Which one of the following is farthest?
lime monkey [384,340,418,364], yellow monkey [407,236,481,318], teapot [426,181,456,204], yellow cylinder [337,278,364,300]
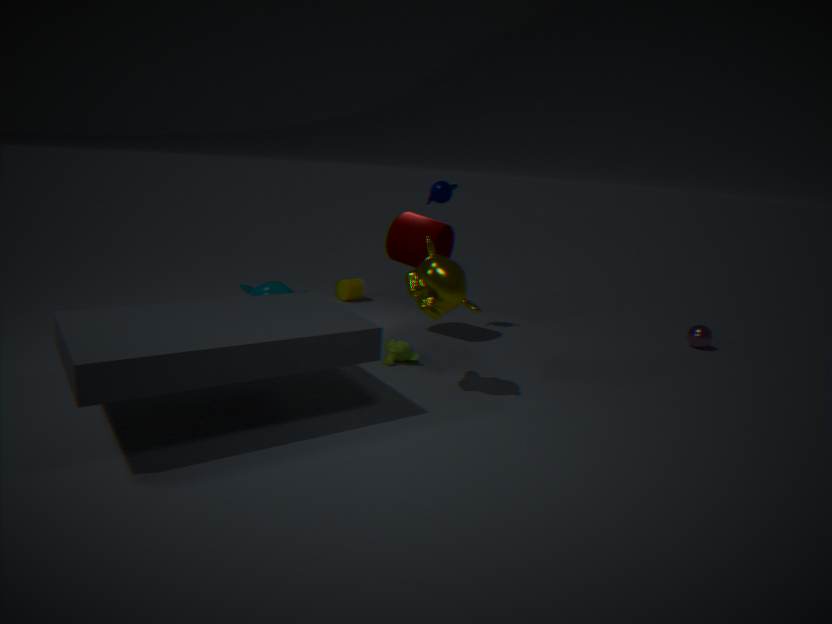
yellow cylinder [337,278,364,300]
